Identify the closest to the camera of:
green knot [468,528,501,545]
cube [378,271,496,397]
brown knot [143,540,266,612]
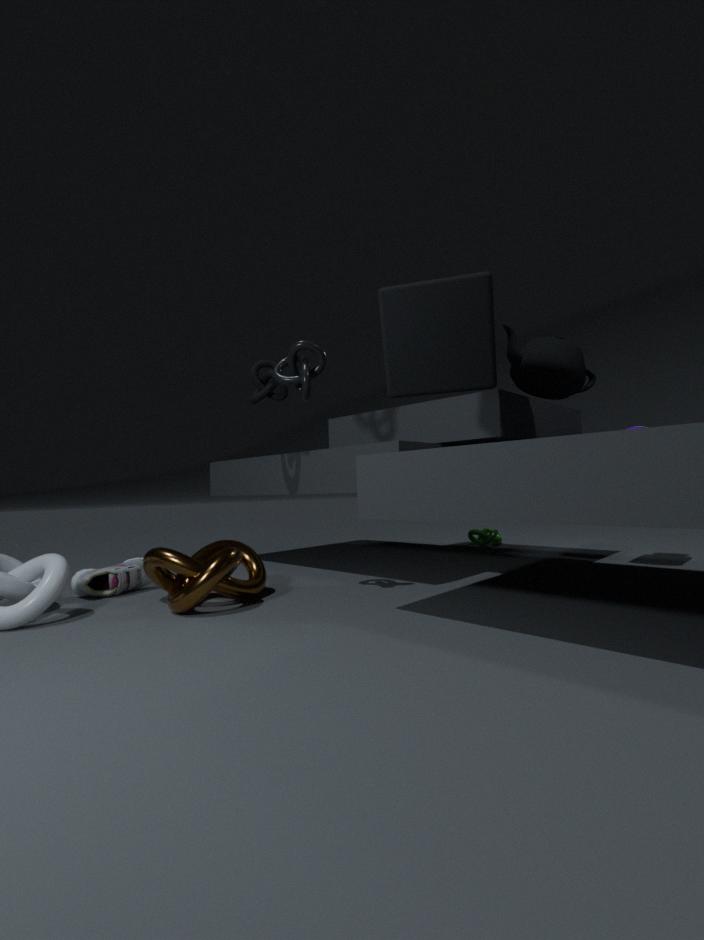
cube [378,271,496,397]
